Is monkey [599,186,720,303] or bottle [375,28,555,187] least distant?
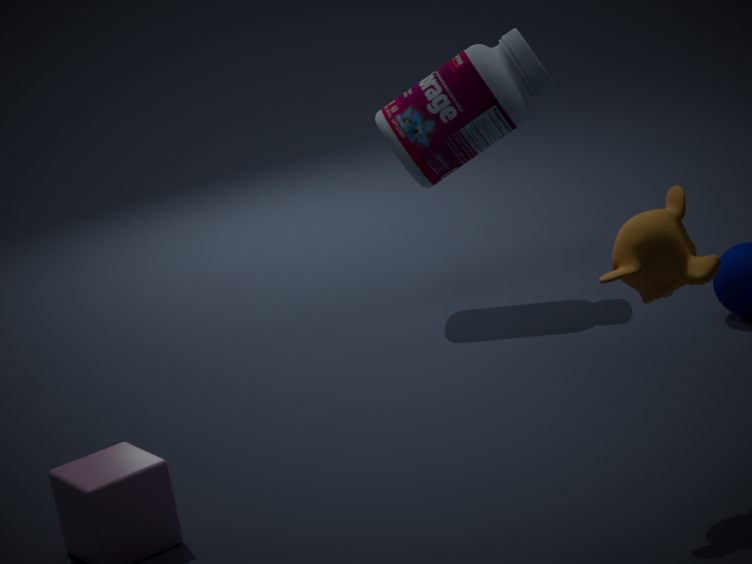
monkey [599,186,720,303]
